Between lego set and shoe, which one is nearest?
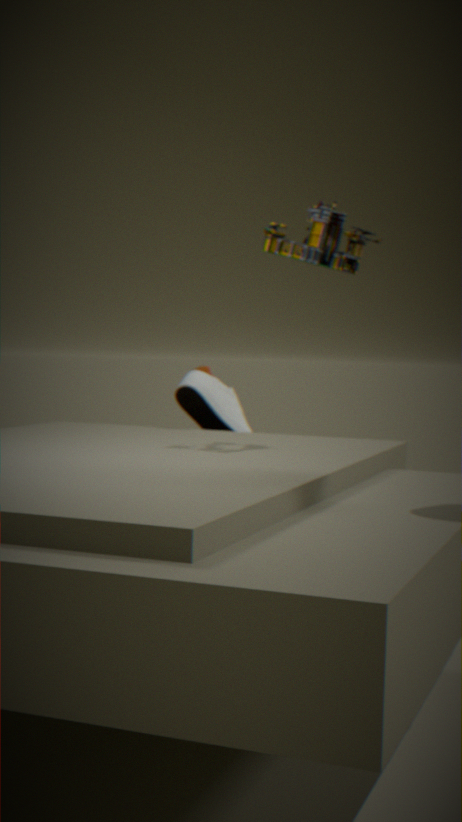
lego set
